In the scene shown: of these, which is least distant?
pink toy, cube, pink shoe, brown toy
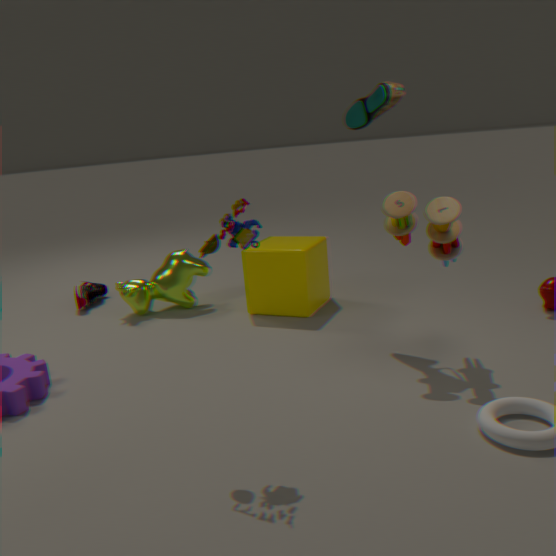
pink toy
